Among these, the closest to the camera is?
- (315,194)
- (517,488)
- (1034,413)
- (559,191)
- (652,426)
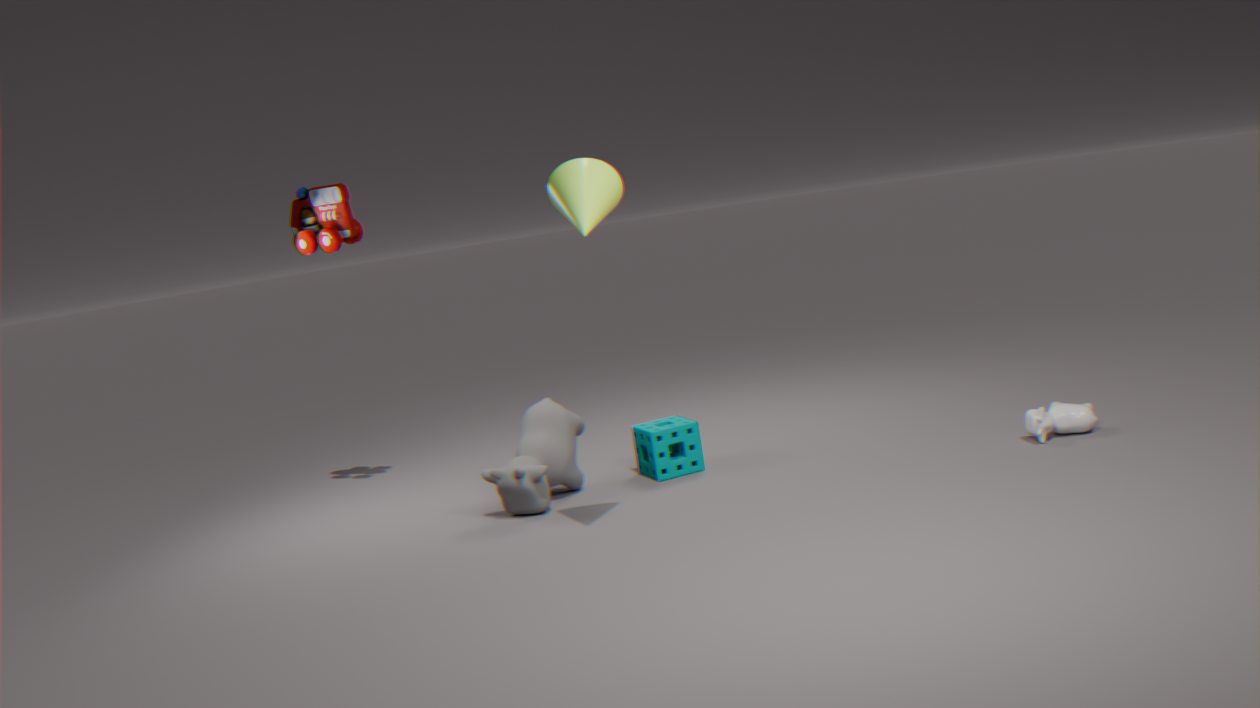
(559,191)
